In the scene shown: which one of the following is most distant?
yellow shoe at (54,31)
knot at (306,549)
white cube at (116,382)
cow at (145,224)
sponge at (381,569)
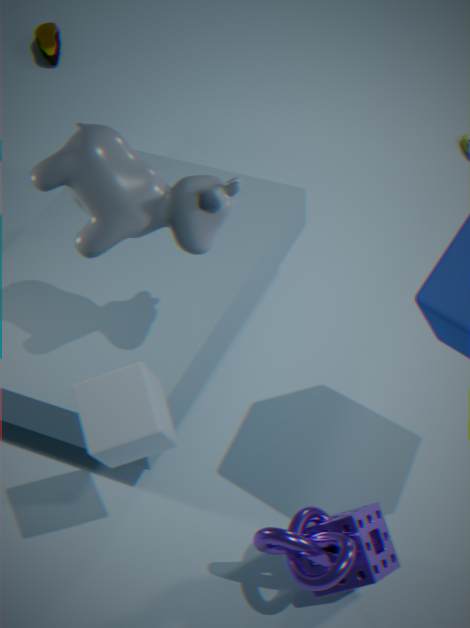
yellow shoe at (54,31)
